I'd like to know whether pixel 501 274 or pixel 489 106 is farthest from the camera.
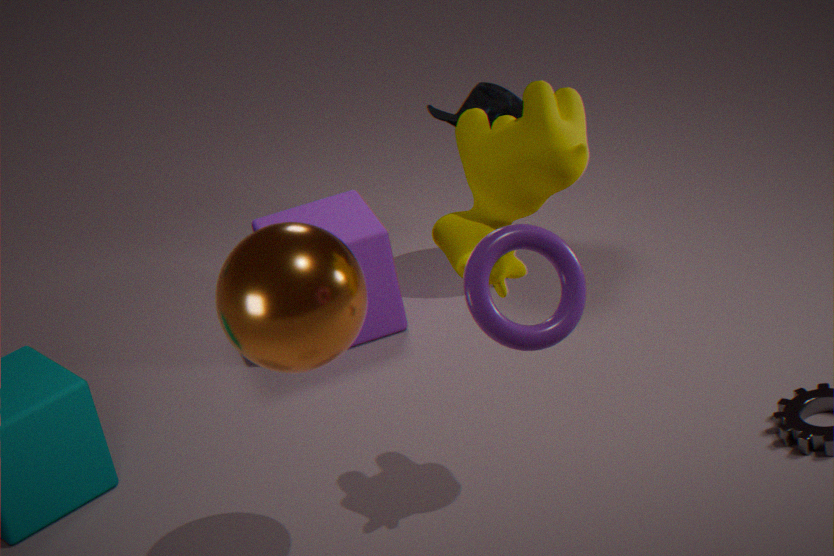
→ pixel 489 106
